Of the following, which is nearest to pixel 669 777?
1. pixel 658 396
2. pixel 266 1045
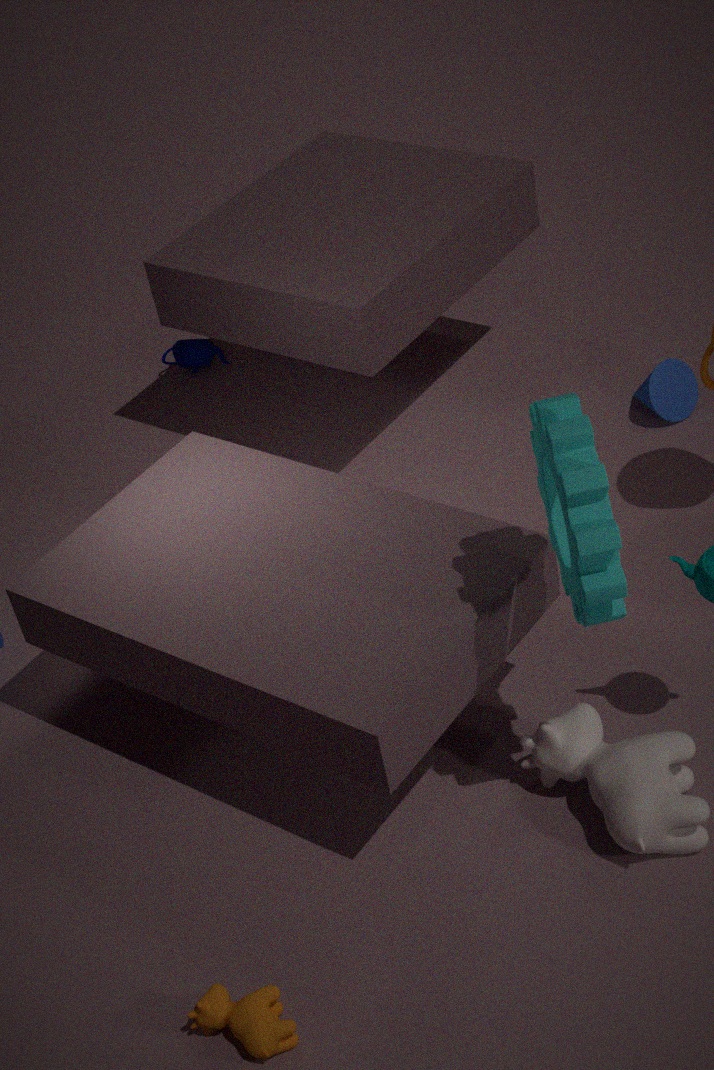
pixel 266 1045
